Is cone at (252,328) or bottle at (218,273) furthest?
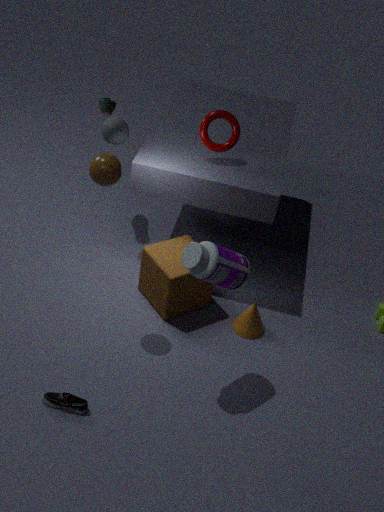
→ cone at (252,328)
